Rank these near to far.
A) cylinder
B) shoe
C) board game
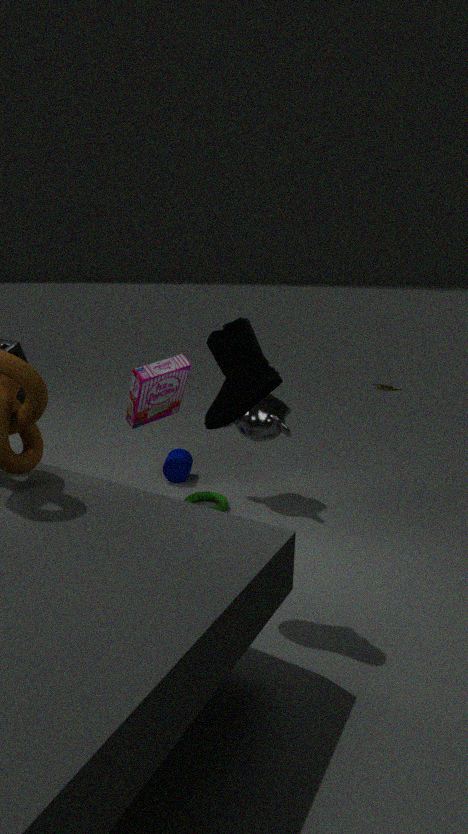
shoe → board game → cylinder
